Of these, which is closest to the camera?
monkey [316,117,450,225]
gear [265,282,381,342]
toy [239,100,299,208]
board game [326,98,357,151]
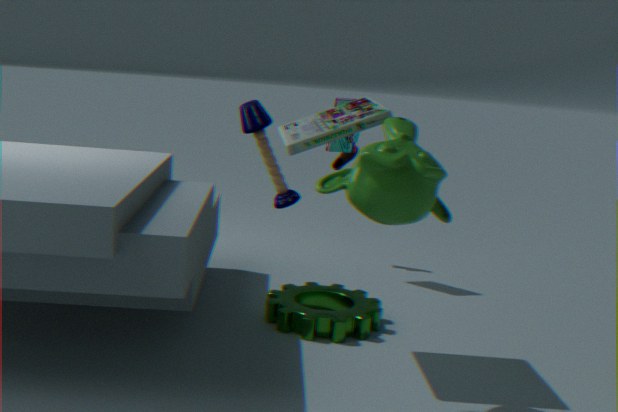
toy [239,100,299,208]
